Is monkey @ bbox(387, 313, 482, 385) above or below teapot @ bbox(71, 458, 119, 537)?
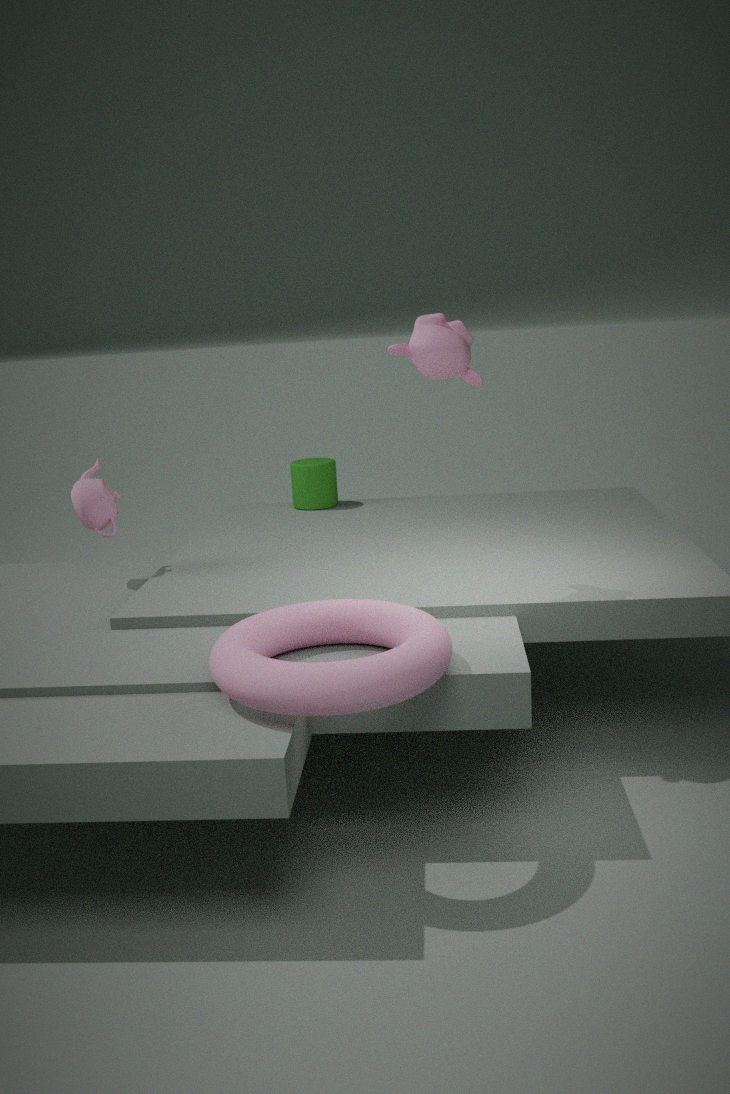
above
